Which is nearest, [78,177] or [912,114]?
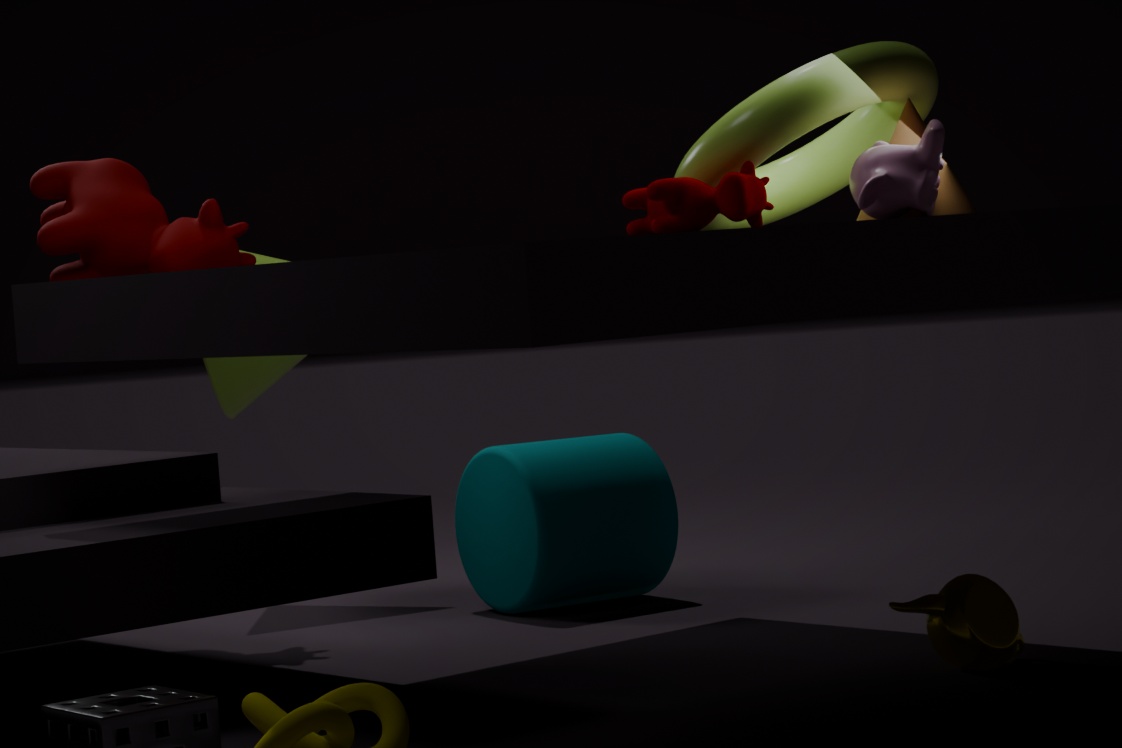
[912,114]
